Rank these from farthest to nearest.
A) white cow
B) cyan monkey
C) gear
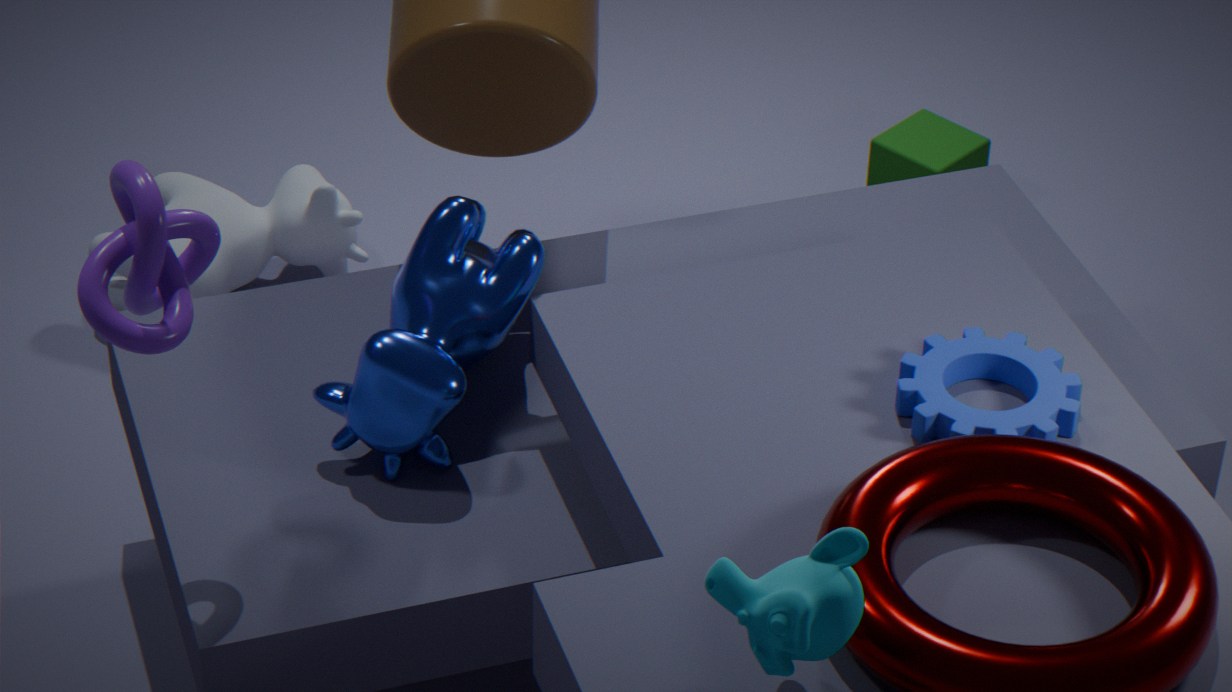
white cow < gear < cyan monkey
